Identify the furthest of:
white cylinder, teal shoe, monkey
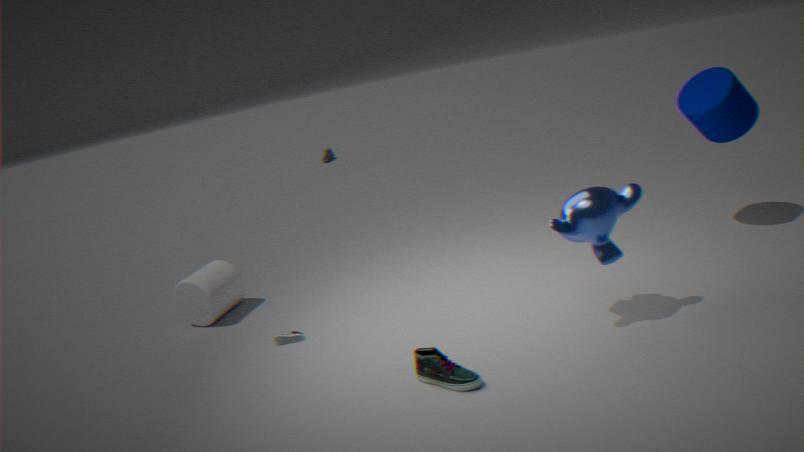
white cylinder
